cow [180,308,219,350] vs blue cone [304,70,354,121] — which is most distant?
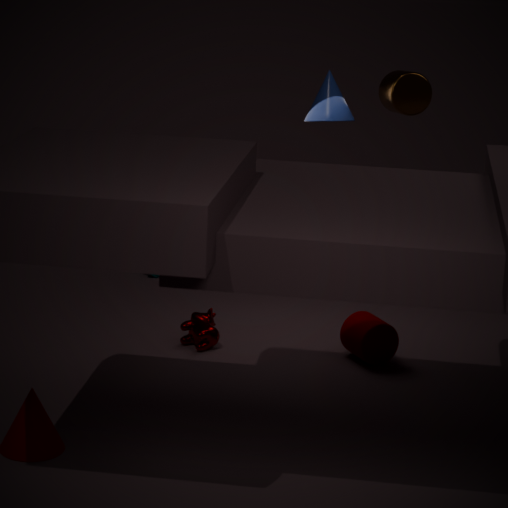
blue cone [304,70,354,121]
